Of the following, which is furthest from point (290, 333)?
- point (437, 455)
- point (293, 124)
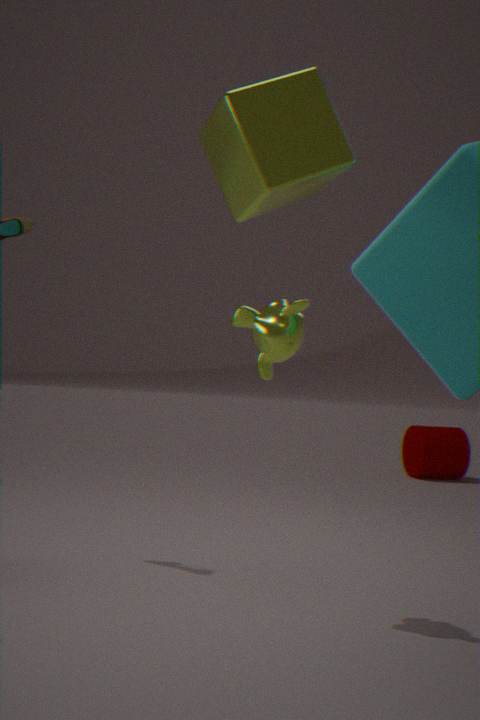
point (437, 455)
